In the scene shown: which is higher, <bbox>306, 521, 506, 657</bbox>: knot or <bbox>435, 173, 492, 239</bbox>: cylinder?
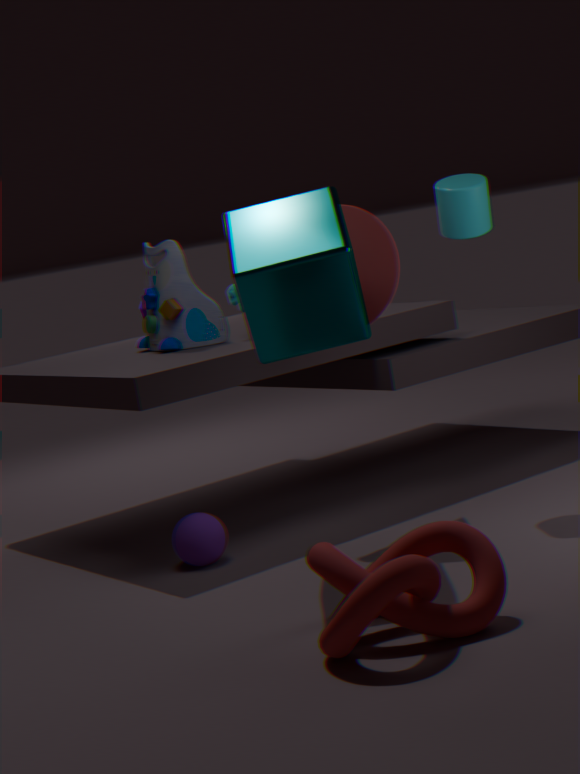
<bbox>435, 173, 492, 239</bbox>: cylinder
